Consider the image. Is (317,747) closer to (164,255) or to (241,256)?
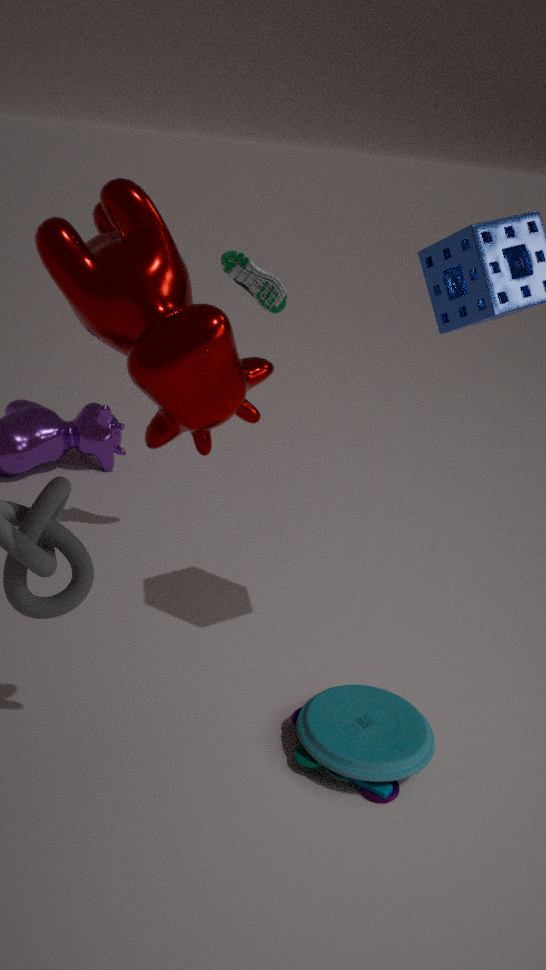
(164,255)
